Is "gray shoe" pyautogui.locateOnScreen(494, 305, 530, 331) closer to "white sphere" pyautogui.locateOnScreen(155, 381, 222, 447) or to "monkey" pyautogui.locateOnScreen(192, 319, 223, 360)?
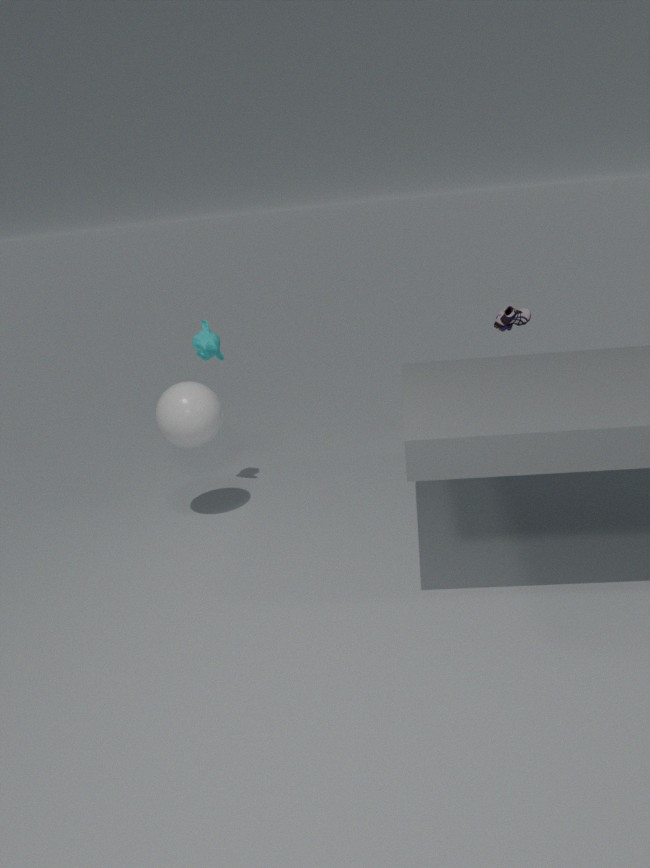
"monkey" pyautogui.locateOnScreen(192, 319, 223, 360)
